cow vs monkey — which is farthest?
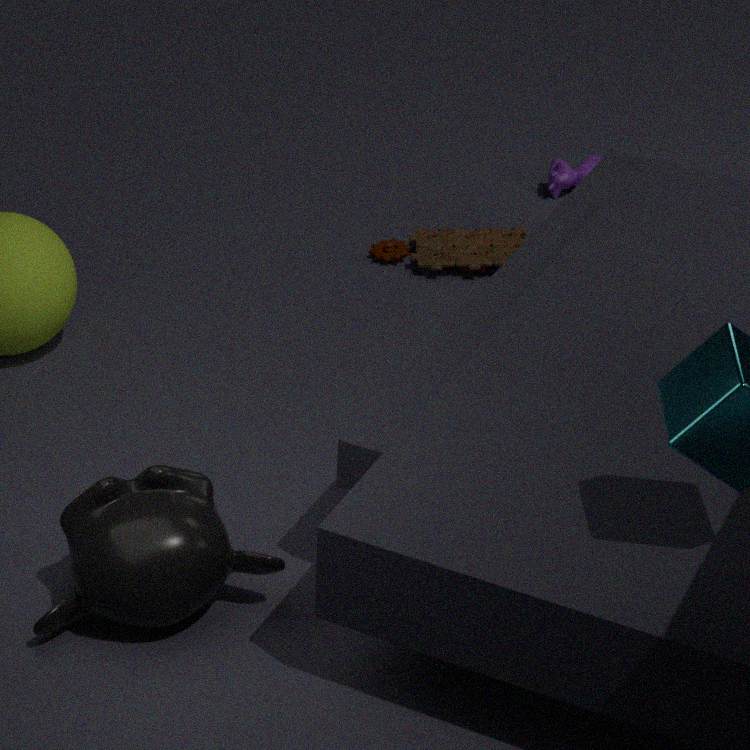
cow
